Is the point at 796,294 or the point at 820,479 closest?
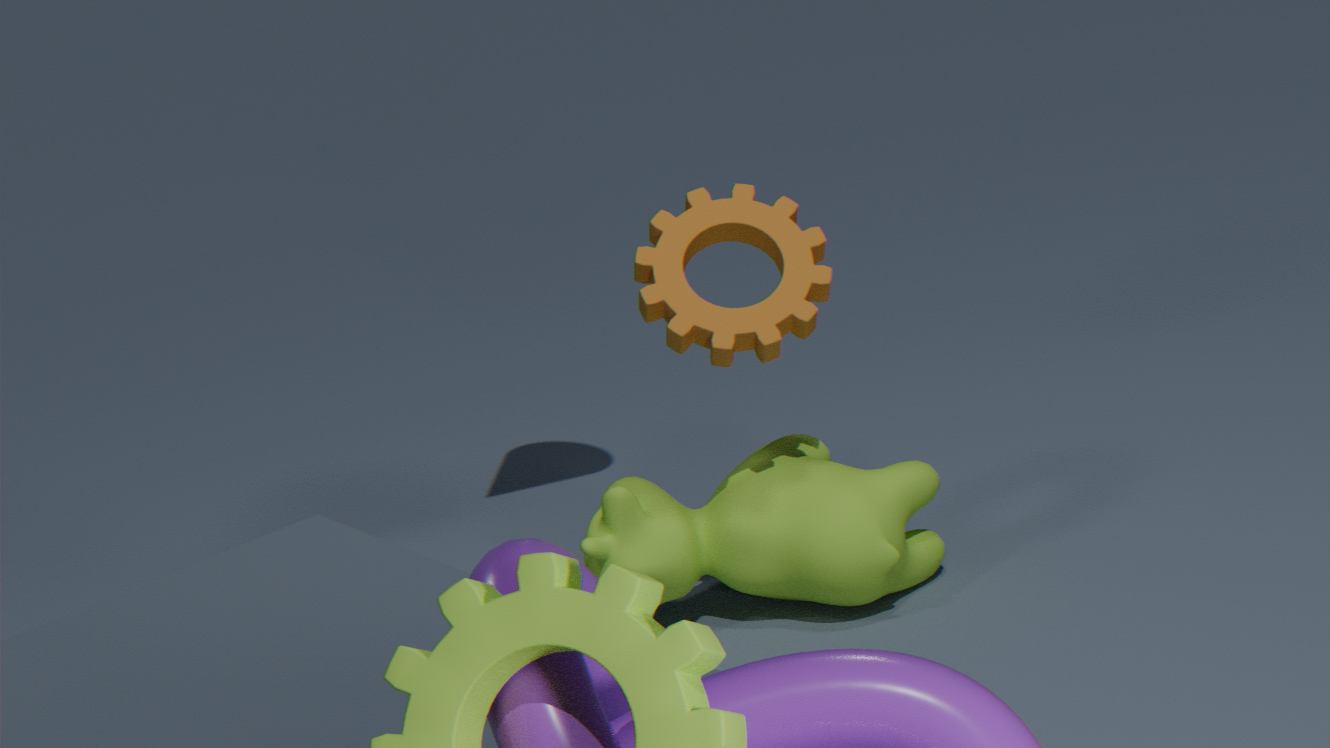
the point at 796,294
